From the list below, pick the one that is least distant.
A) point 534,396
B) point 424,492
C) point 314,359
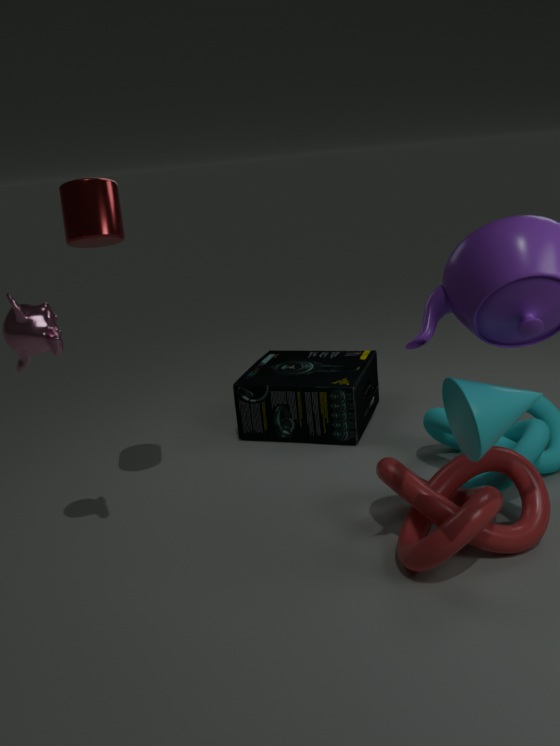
point 534,396
